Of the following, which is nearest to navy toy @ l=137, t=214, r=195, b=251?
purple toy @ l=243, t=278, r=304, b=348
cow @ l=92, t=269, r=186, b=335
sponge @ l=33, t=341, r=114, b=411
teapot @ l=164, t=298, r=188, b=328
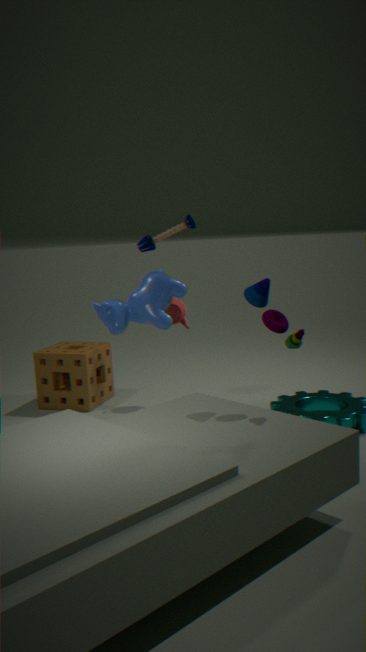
cow @ l=92, t=269, r=186, b=335
